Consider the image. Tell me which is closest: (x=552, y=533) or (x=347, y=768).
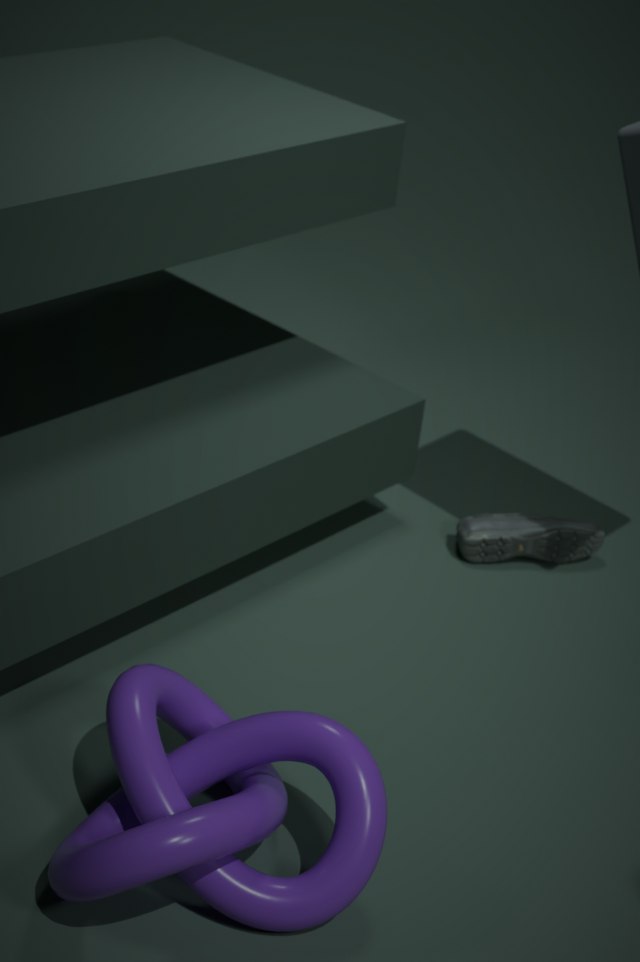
(x=347, y=768)
